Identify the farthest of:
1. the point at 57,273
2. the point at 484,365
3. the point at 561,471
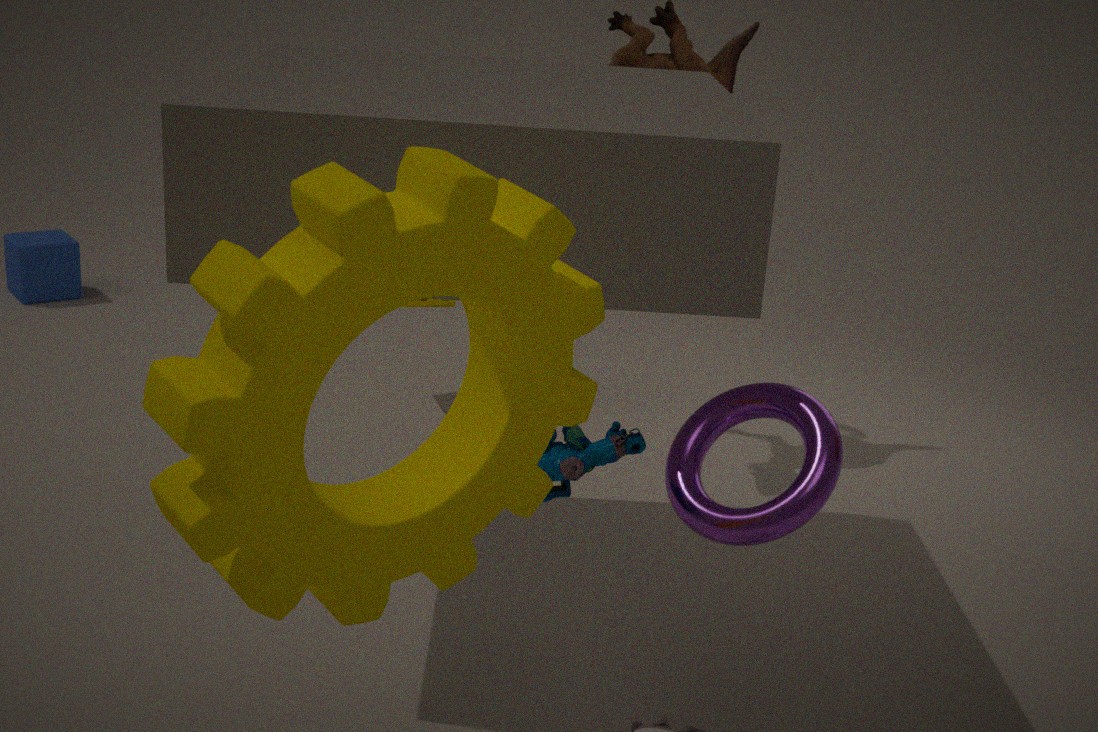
the point at 57,273
